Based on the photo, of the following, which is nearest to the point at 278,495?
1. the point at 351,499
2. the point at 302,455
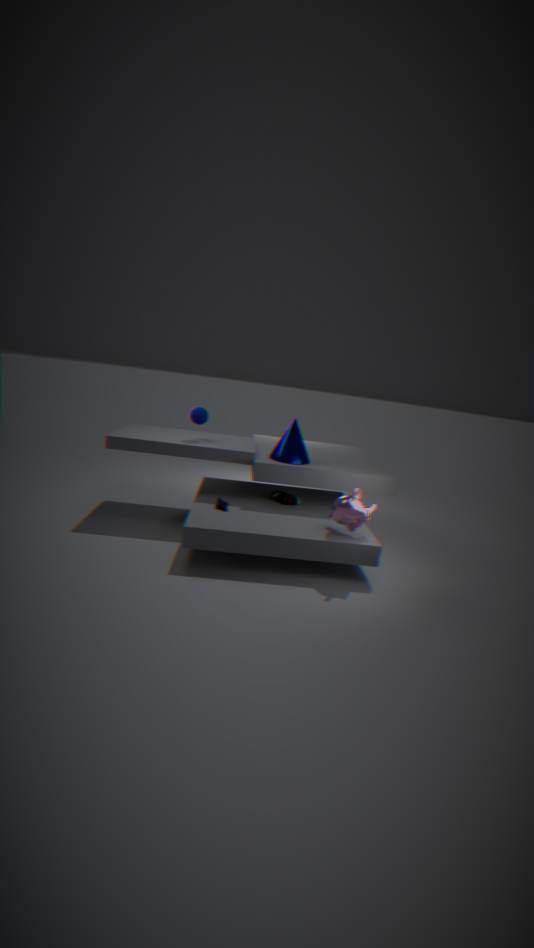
the point at 302,455
